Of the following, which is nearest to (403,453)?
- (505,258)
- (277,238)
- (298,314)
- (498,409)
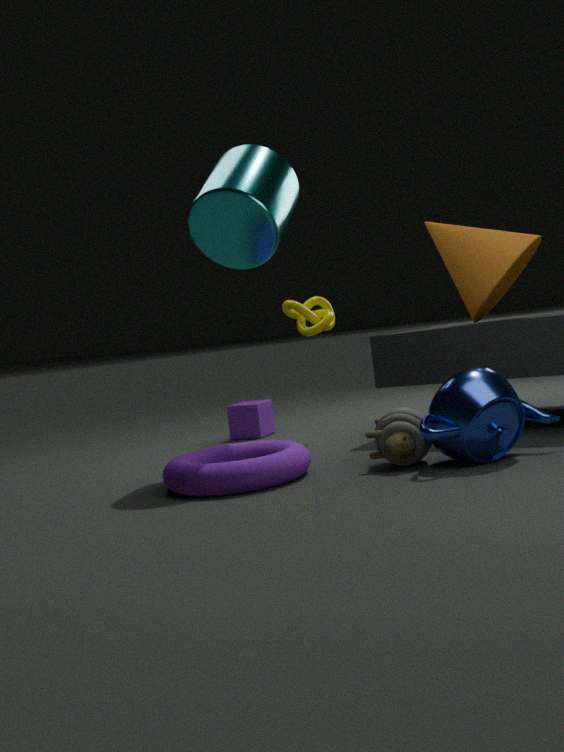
(498,409)
